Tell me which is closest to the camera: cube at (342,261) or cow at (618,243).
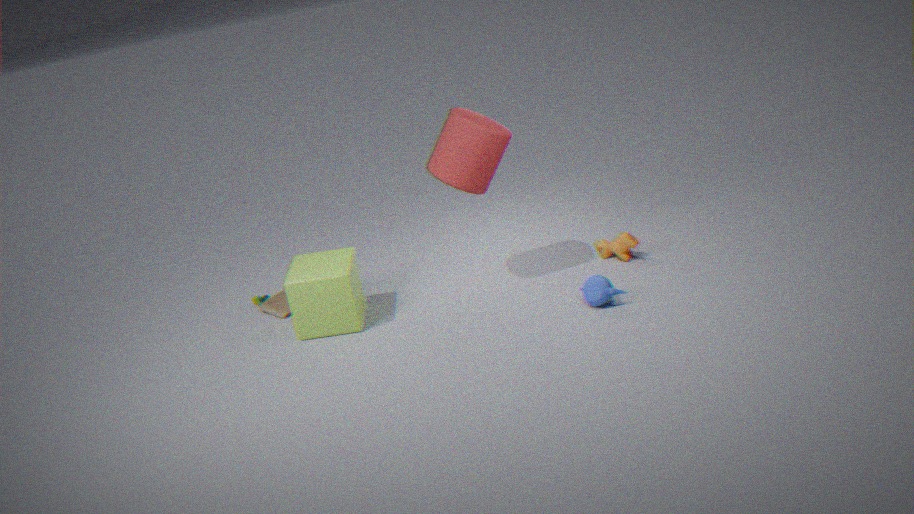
cube at (342,261)
